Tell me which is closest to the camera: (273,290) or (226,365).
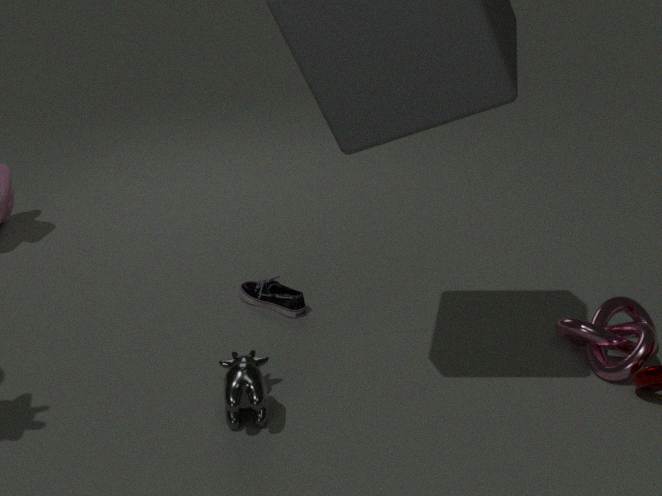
(226,365)
